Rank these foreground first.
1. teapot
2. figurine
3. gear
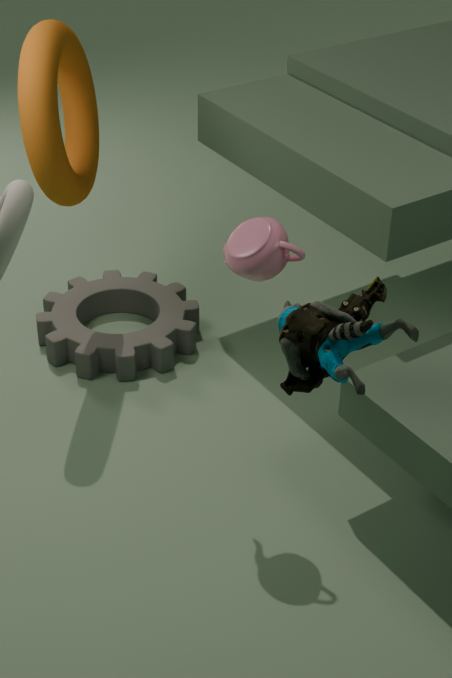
1. figurine
2. teapot
3. gear
